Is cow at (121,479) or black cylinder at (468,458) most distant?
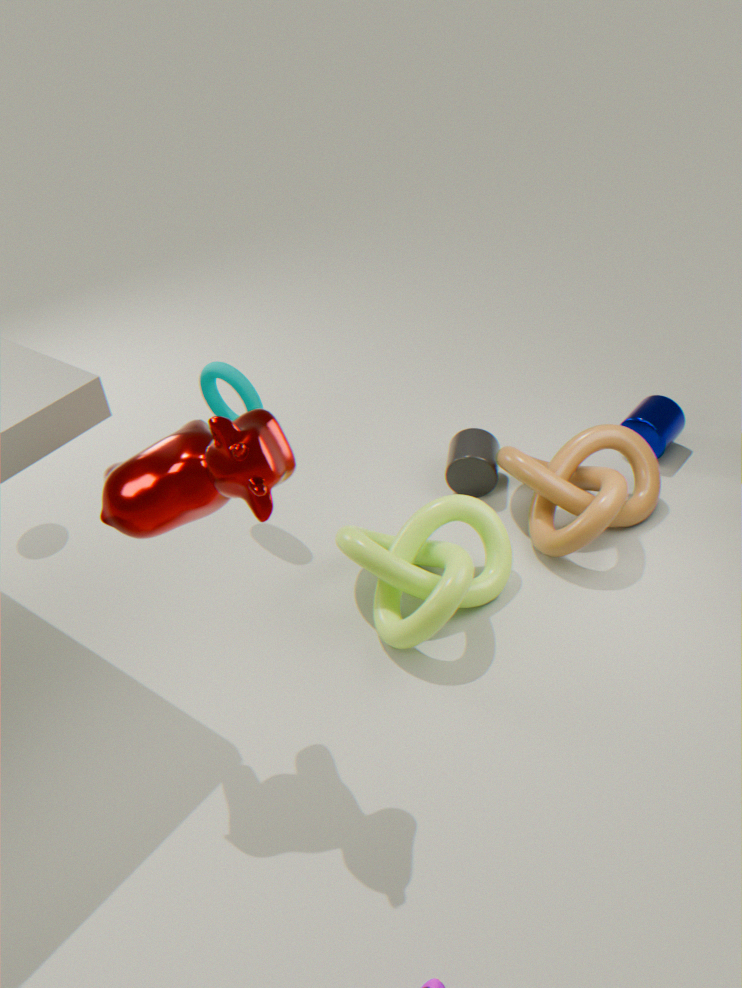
black cylinder at (468,458)
